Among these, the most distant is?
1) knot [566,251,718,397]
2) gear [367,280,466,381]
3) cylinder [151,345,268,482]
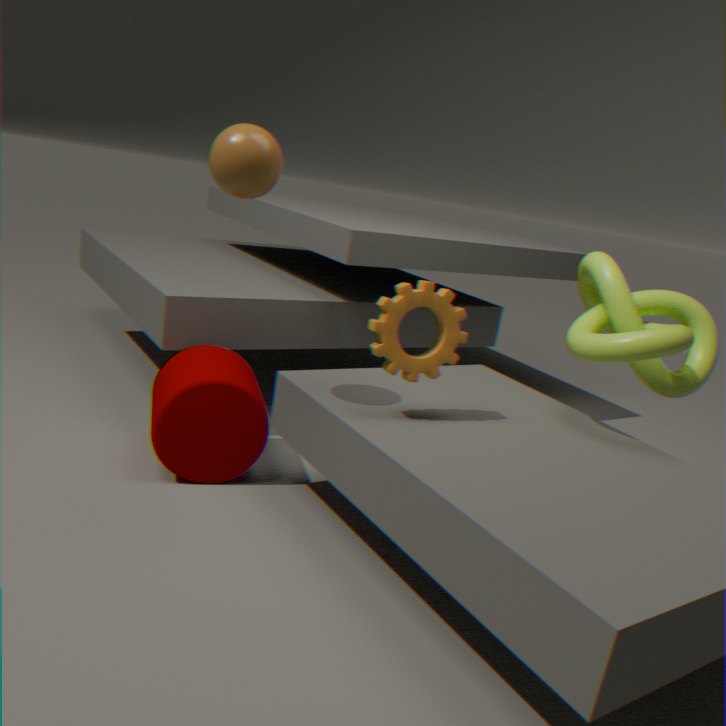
3. cylinder [151,345,268,482]
